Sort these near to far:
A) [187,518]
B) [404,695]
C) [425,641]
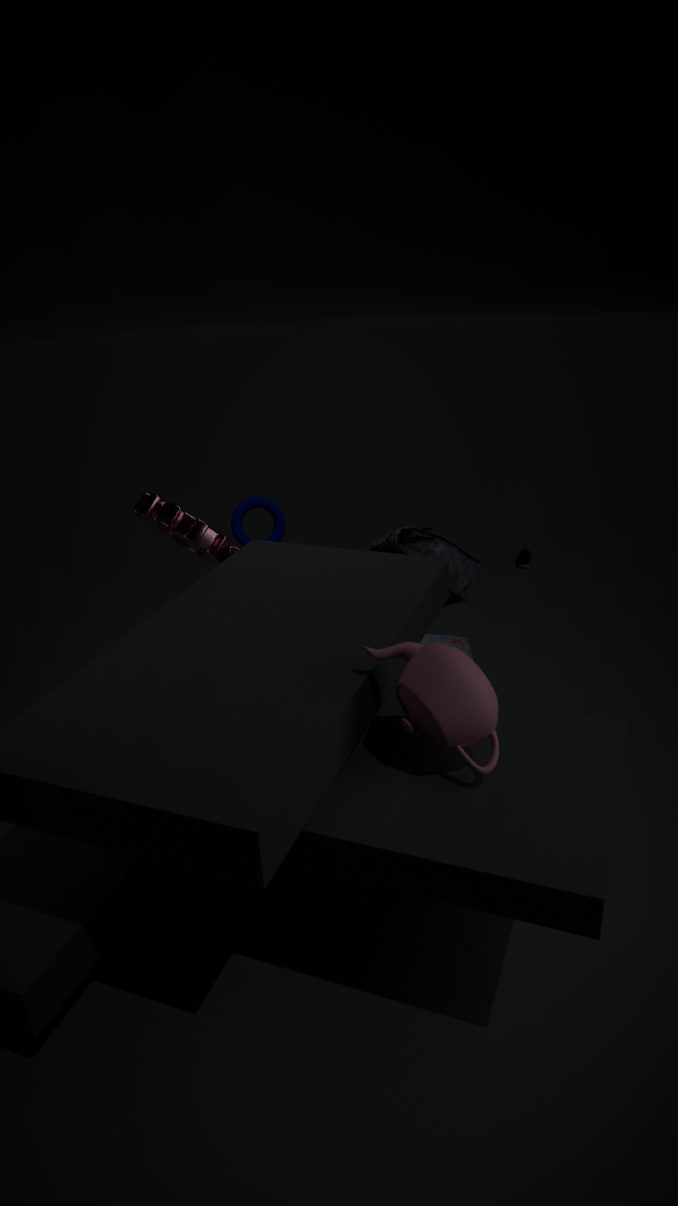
1. [404,695]
2. [187,518]
3. [425,641]
